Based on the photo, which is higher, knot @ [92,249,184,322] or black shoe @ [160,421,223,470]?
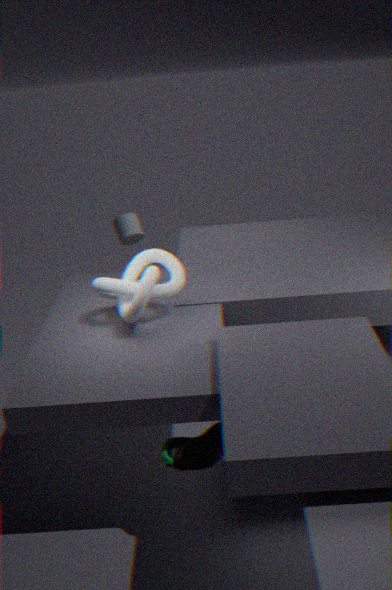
knot @ [92,249,184,322]
